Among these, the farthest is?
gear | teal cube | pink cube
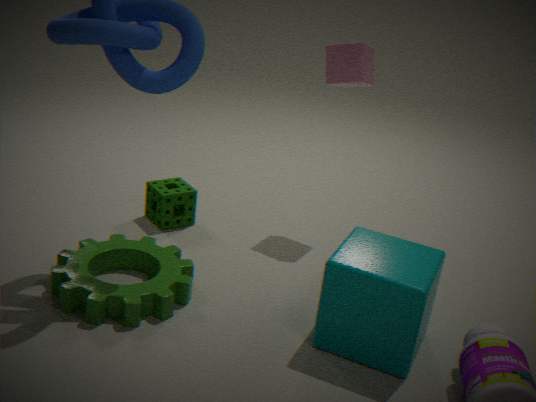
pink cube
